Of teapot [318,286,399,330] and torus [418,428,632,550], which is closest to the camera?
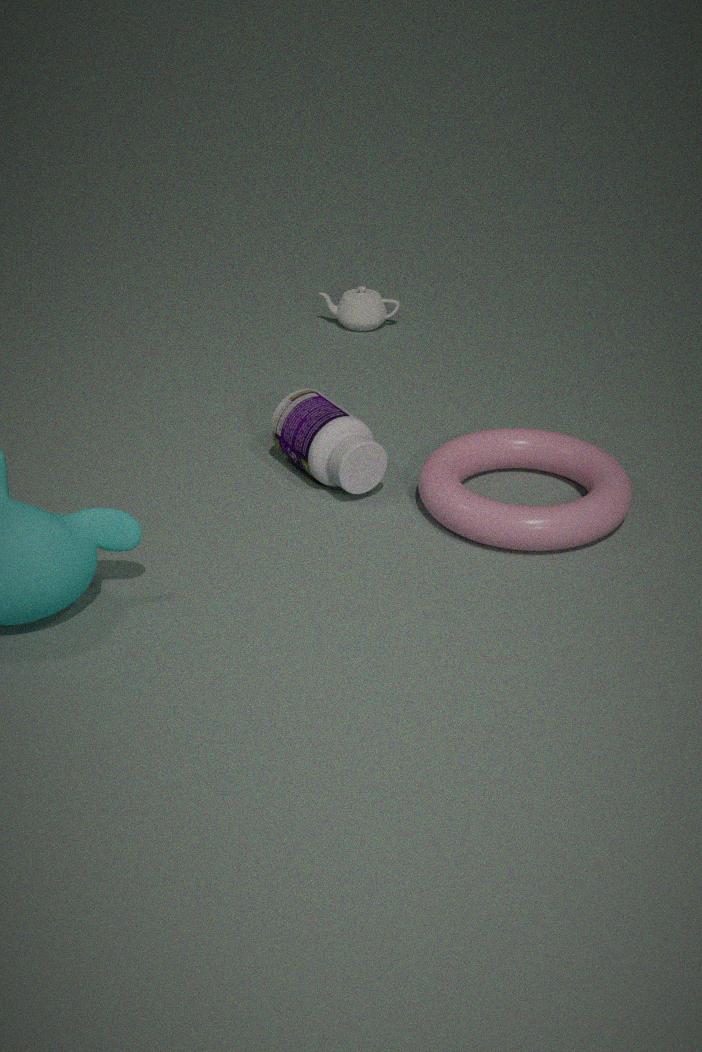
torus [418,428,632,550]
